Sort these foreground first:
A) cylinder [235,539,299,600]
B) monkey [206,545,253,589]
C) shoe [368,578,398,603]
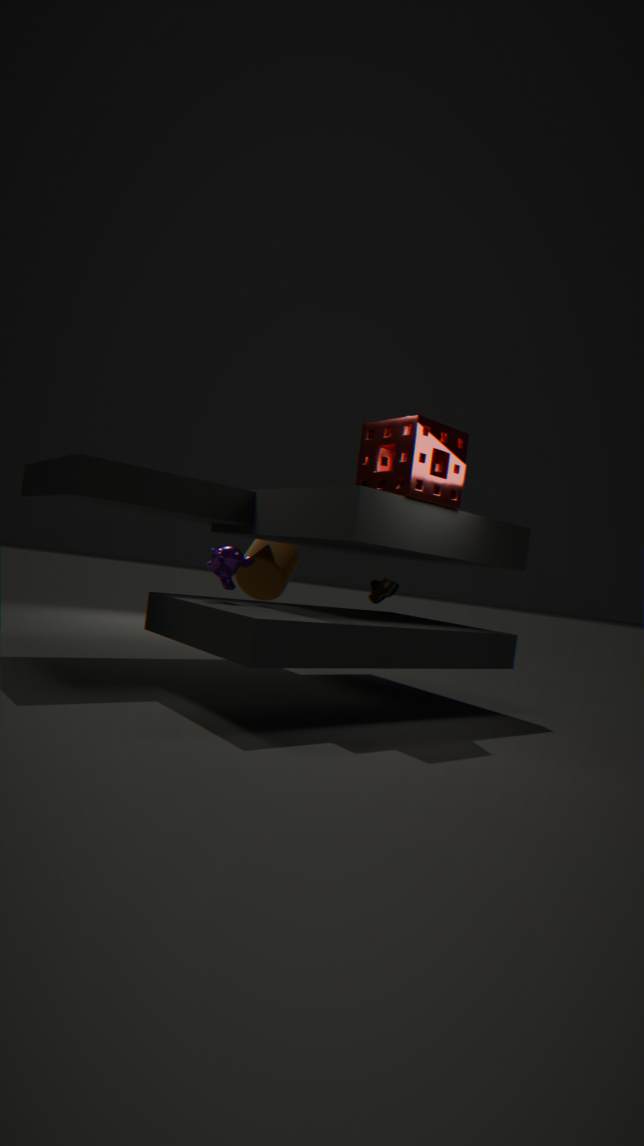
monkey [206,545,253,589] < shoe [368,578,398,603] < cylinder [235,539,299,600]
